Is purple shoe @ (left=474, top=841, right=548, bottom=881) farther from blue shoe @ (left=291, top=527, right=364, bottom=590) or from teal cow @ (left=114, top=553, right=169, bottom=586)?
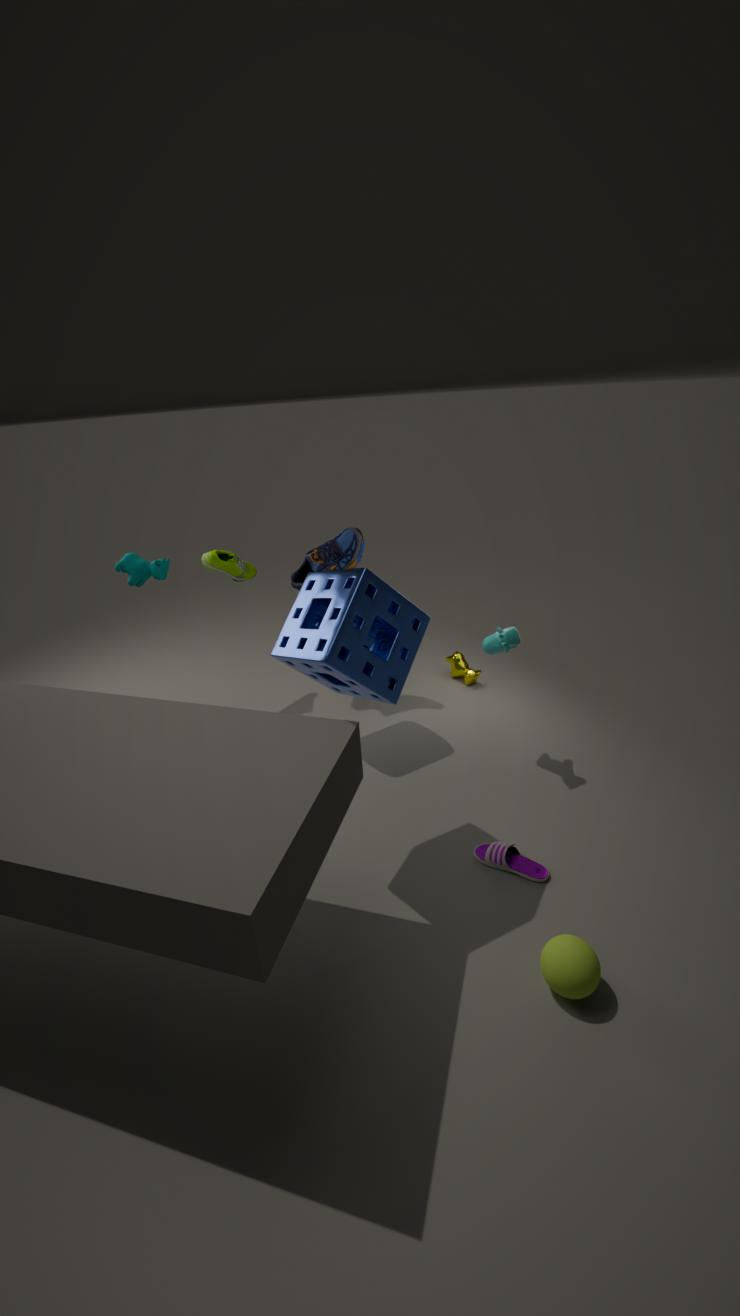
teal cow @ (left=114, top=553, right=169, bottom=586)
